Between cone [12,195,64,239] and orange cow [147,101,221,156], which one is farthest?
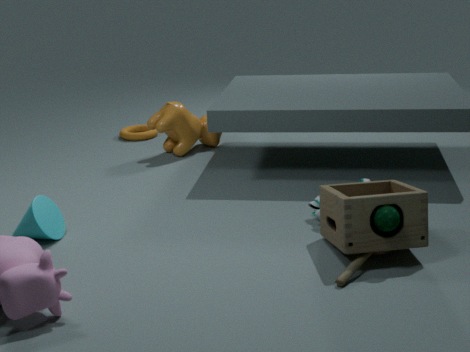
orange cow [147,101,221,156]
